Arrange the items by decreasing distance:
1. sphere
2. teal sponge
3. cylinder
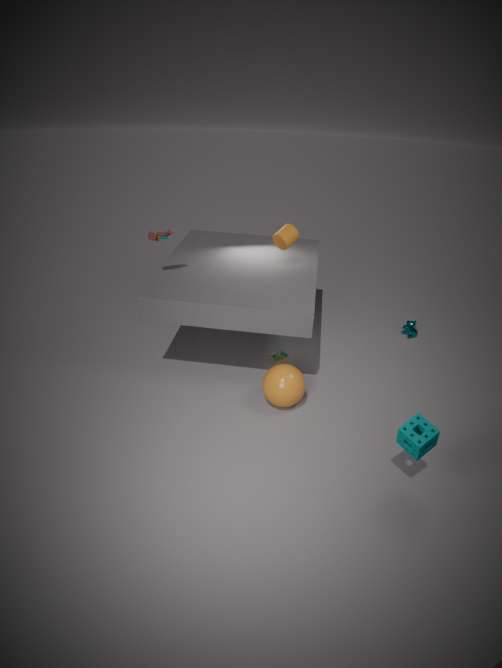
cylinder
sphere
teal sponge
